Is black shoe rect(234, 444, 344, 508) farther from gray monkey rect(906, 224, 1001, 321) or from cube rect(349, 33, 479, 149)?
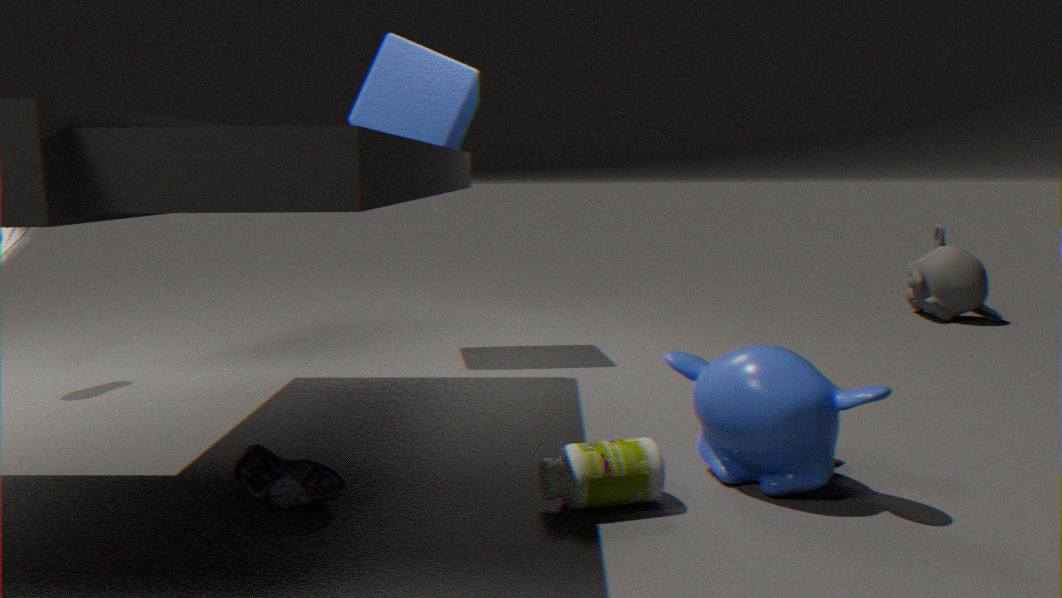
gray monkey rect(906, 224, 1001, 321)
